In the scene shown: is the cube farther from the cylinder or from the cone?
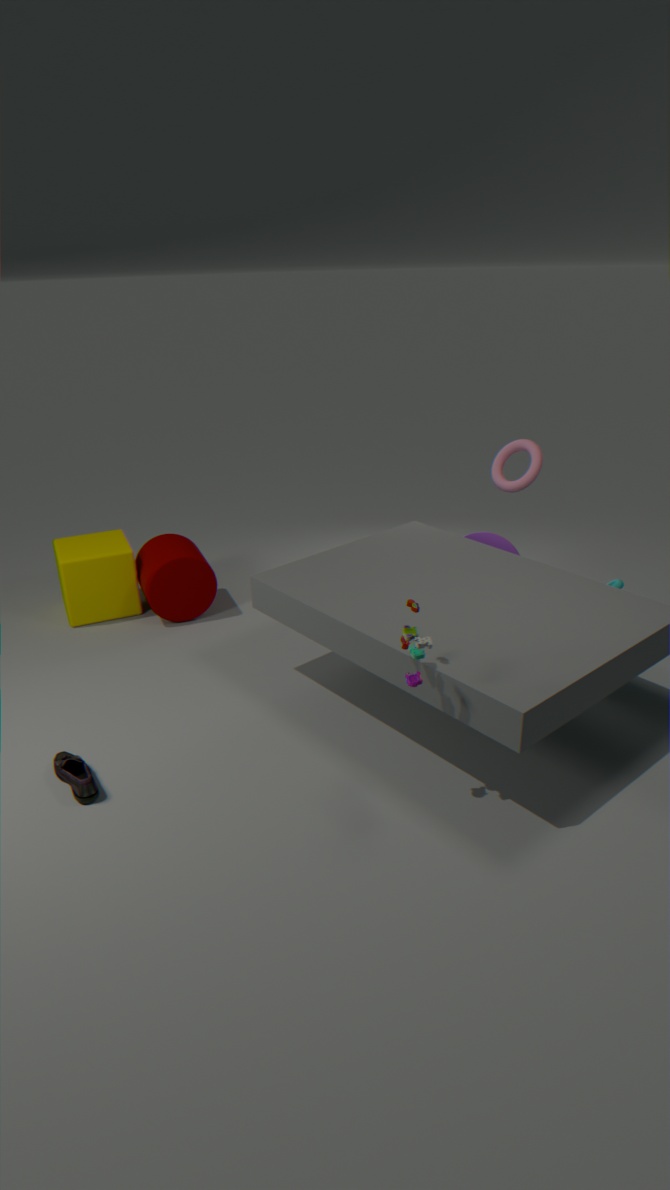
the cone
